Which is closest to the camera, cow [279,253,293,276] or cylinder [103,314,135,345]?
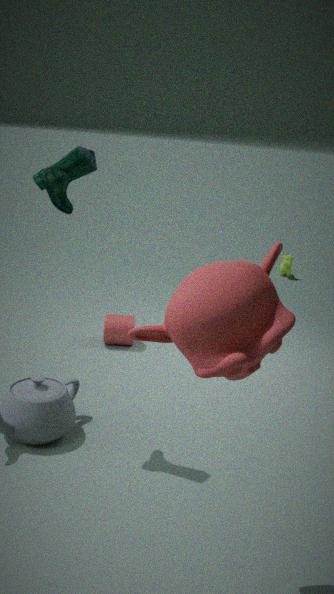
cylinder [103,314,135,345]
